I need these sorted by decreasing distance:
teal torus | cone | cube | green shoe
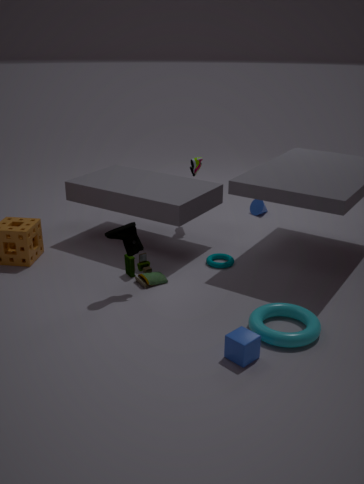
cone → teal torus → green shoe → cube
